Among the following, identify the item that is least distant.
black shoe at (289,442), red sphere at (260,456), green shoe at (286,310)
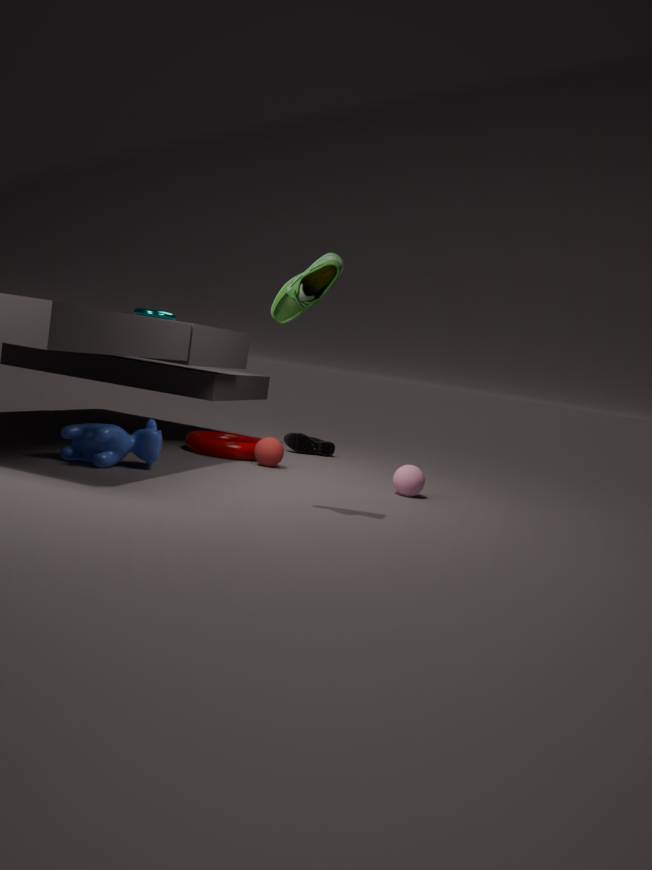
green shoe at (286,310)
